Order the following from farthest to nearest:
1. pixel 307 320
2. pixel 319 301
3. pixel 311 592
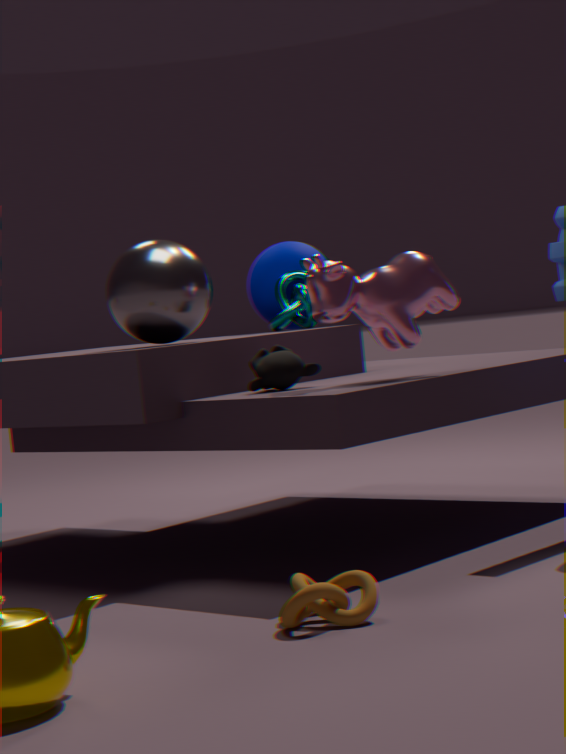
pixel 307 320, pixel 319 301, pixel 311 592
